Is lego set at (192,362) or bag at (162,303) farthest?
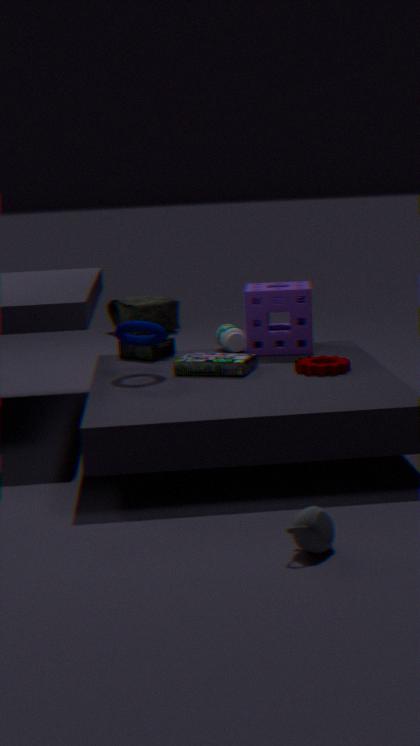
bag at (162,303)
